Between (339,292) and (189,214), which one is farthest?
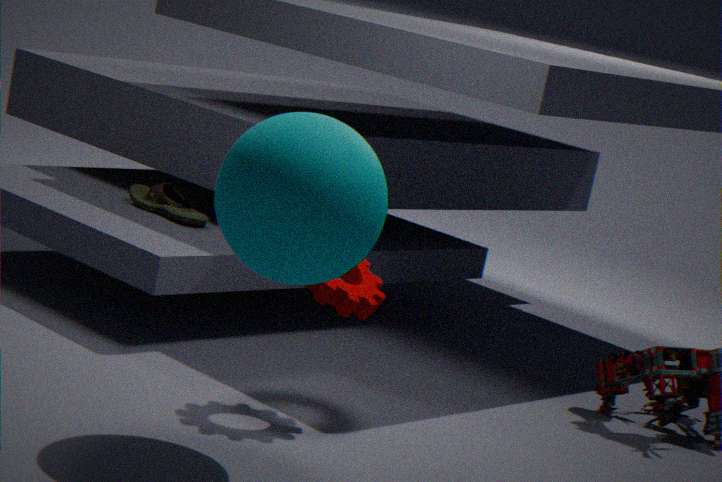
(189,214)
